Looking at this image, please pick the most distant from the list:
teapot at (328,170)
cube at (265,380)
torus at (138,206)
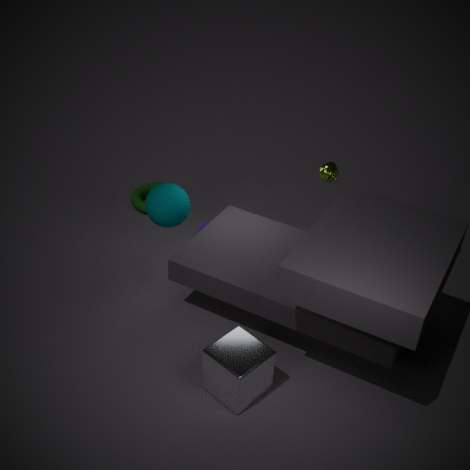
torus at (138,206)
